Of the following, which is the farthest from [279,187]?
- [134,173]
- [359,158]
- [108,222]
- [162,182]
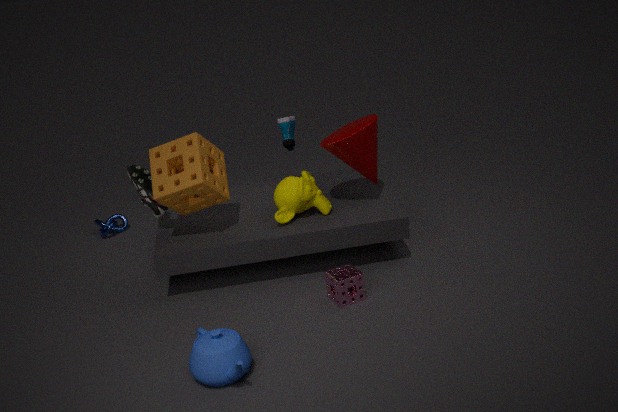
[108,222]
